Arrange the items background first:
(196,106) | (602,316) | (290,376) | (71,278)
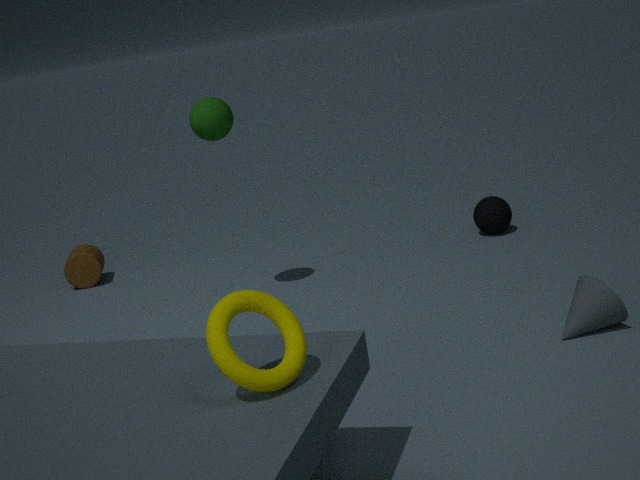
1. (71,278)
2. (196,106)
3. (602,316)
4. (290,376)
